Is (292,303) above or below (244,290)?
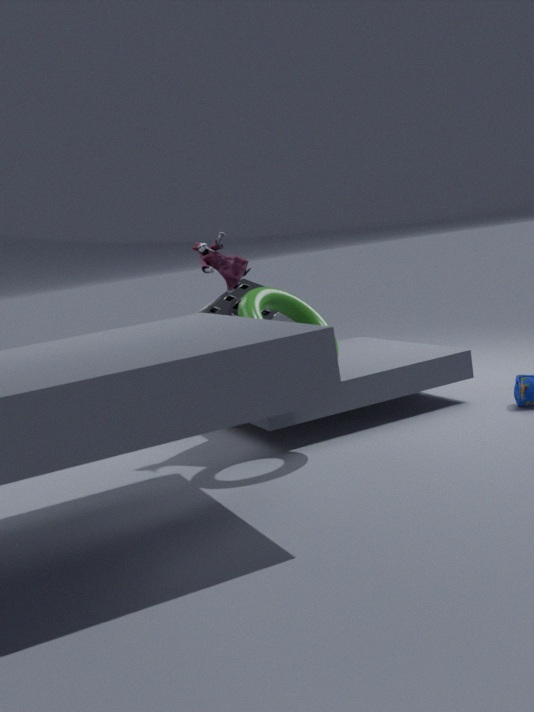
above
